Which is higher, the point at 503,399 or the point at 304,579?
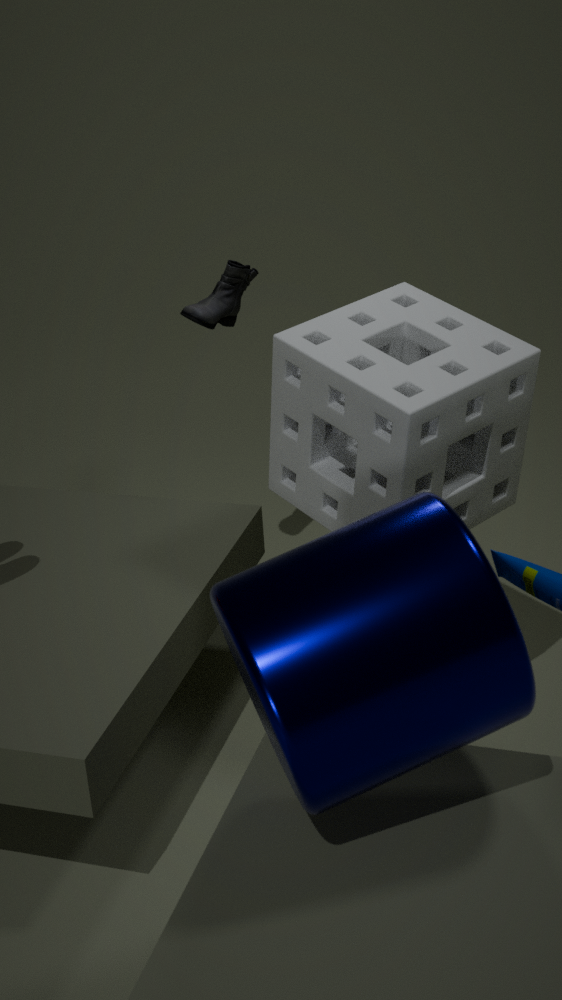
the point at 503,399
